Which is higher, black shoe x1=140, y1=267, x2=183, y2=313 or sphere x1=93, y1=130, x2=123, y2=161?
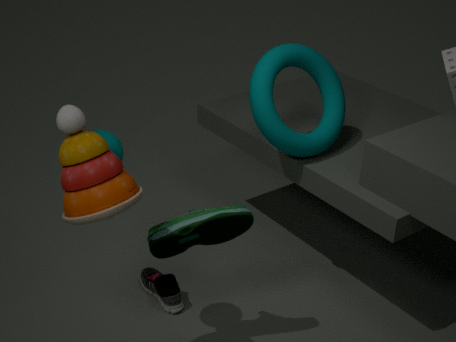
Answer: sphere x1=93, y1=130, x2=123, y2=161
